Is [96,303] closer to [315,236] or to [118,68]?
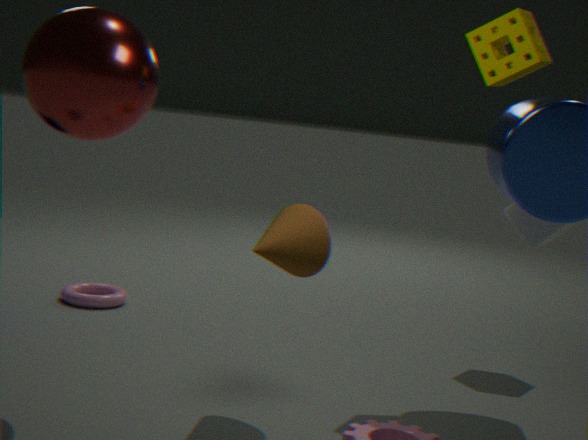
[315,236]
